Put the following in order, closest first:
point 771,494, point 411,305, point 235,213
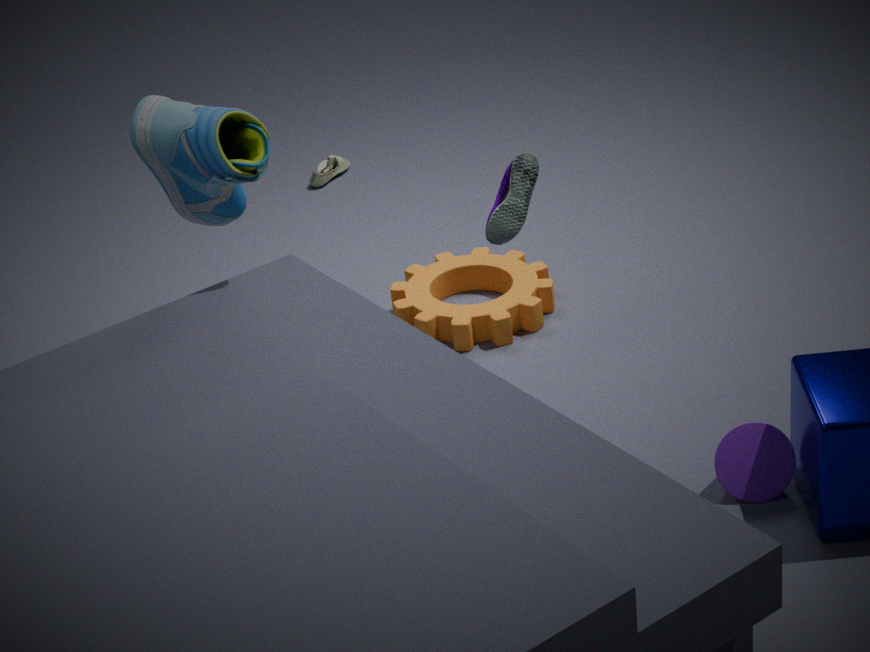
1. point 771,494
2. point 235,213
3. point 411,305
